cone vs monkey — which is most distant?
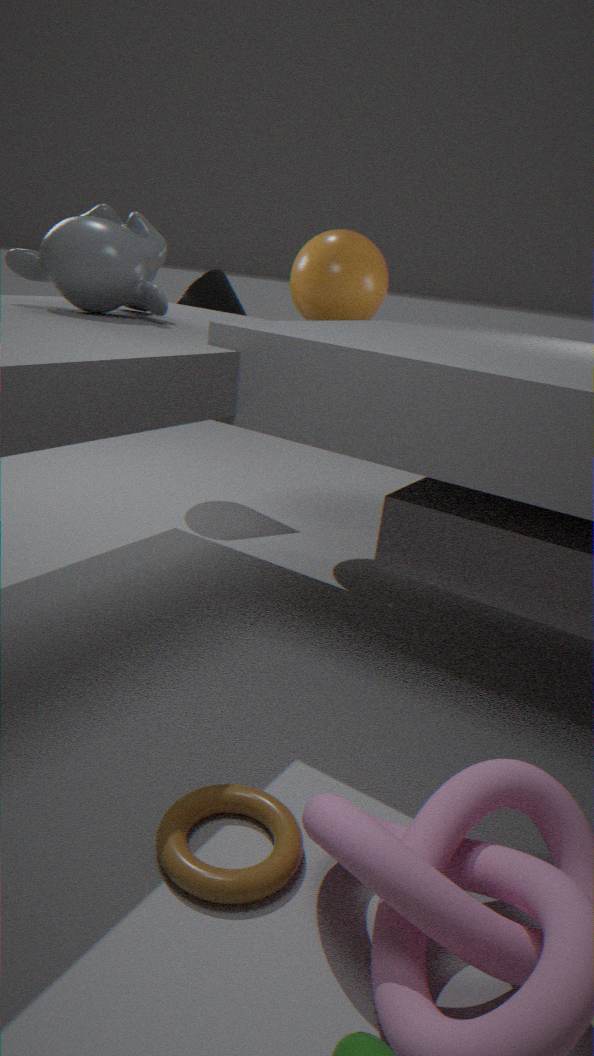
cone
